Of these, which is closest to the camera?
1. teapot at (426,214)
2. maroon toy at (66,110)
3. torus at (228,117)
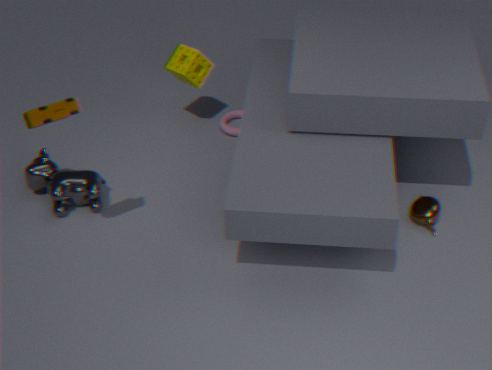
maroon toy at (66,110)
